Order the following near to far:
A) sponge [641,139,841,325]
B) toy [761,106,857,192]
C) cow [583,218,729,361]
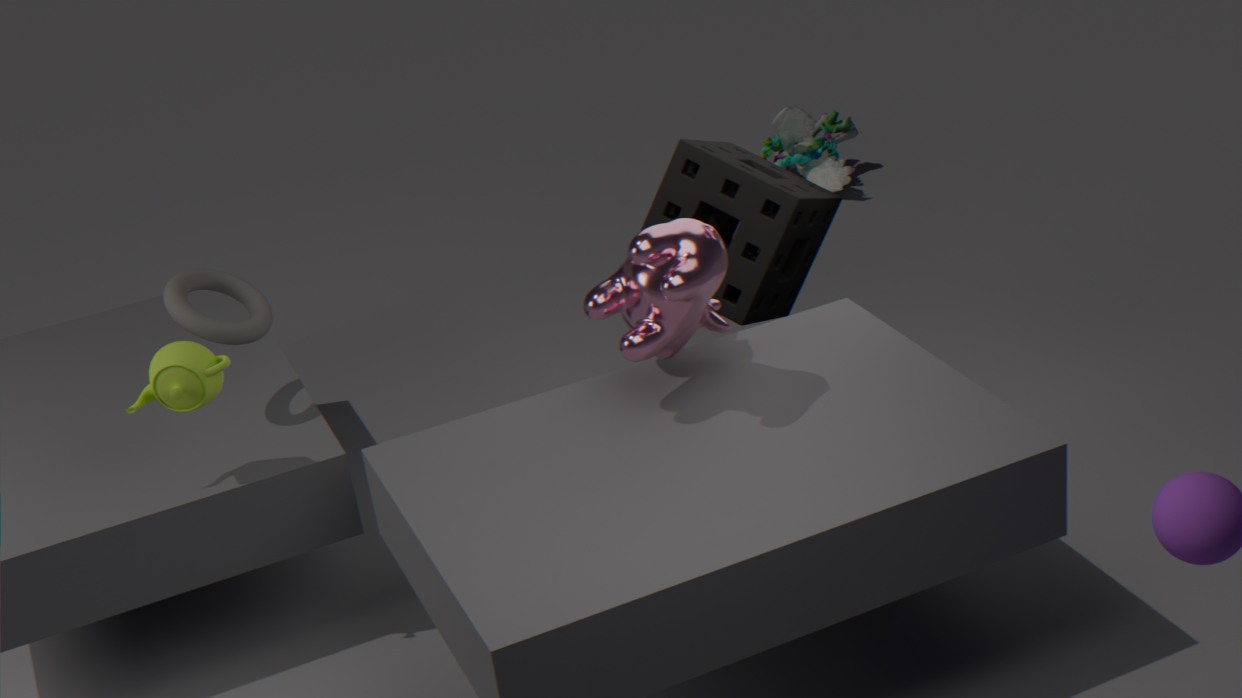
cow [583,218,729,361]
sponge [641,139,841,325]
toy [761,106,857,192]
